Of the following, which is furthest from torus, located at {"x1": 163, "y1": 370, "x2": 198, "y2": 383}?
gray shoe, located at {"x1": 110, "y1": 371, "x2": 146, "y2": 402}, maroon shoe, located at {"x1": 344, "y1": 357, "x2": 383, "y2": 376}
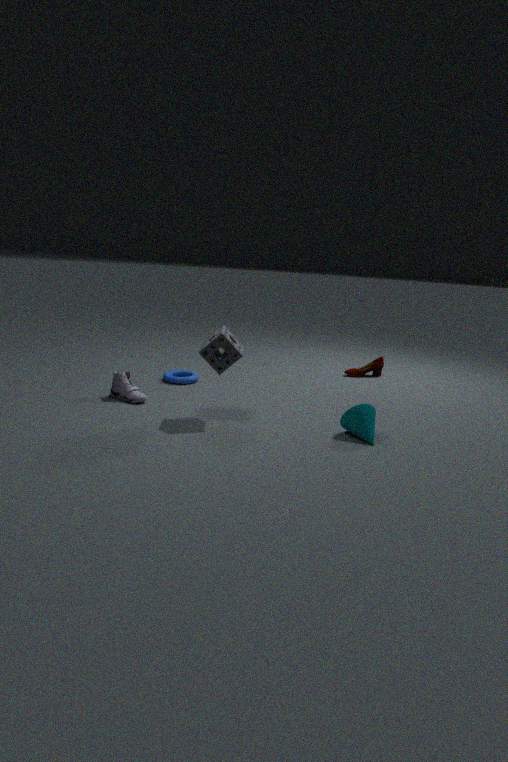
maroon shoe, located at {"x1": 344, "y1": 357, "x2": 383, "y2": 376}
